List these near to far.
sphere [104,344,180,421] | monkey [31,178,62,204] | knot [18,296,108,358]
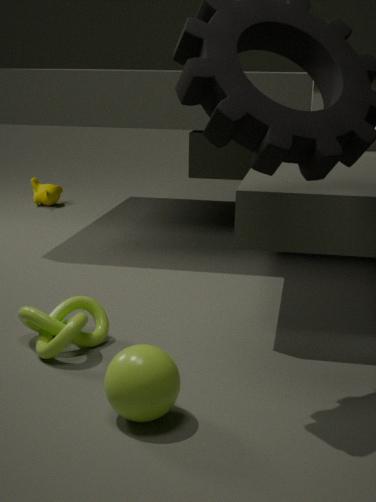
sphere [104,344,180,421], knot [18,296,108,358], monkey [31,178,62,204]
